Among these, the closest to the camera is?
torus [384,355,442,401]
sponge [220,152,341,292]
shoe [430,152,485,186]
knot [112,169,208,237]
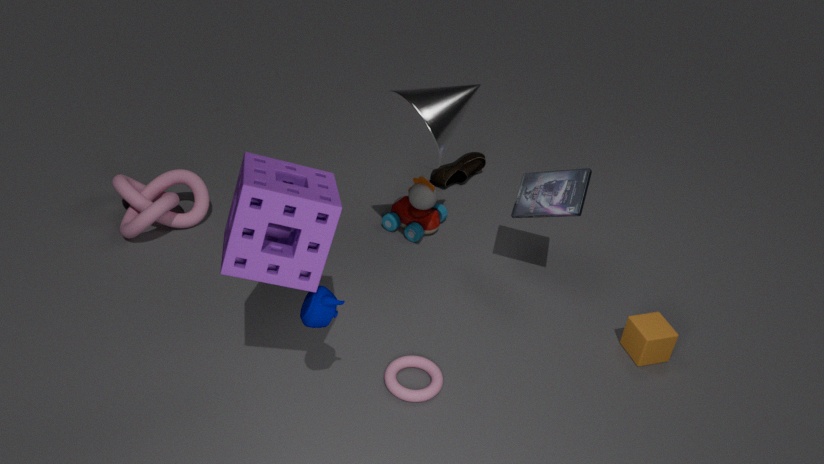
sponge [220,152,341,292]
